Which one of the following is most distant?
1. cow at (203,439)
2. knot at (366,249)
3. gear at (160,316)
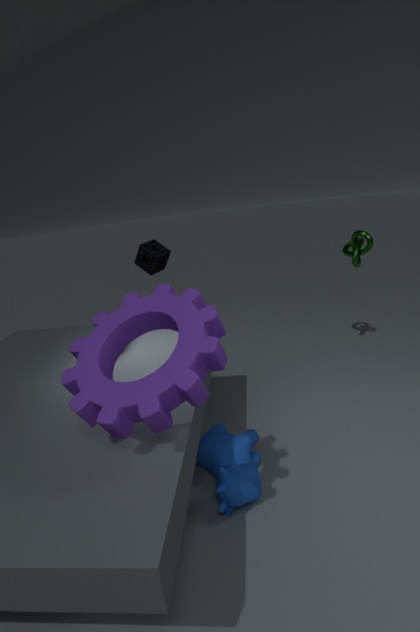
knot at (366,249)
